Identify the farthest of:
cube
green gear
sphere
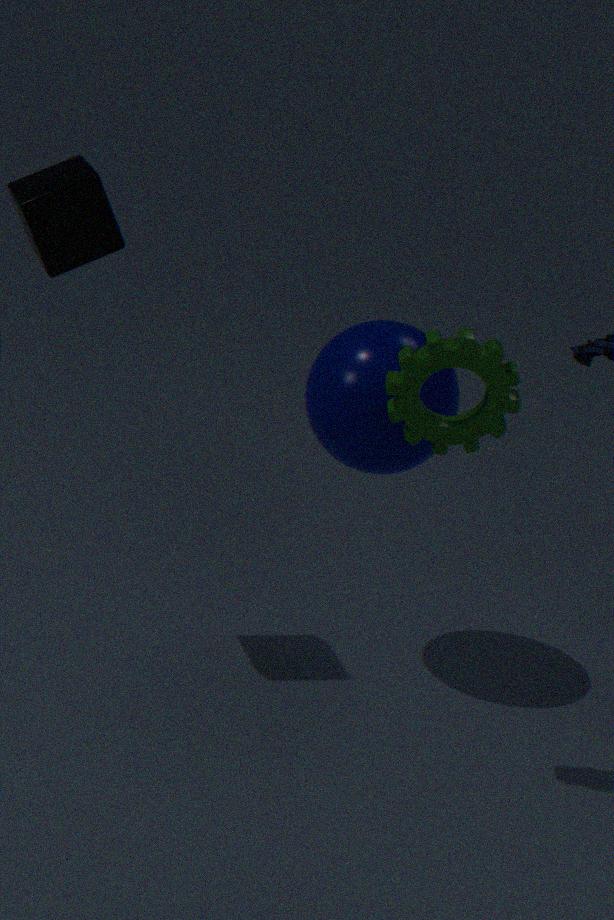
sphere
